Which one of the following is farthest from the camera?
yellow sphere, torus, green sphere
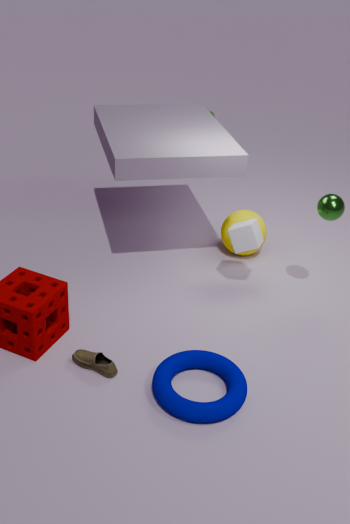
yellow sphere
